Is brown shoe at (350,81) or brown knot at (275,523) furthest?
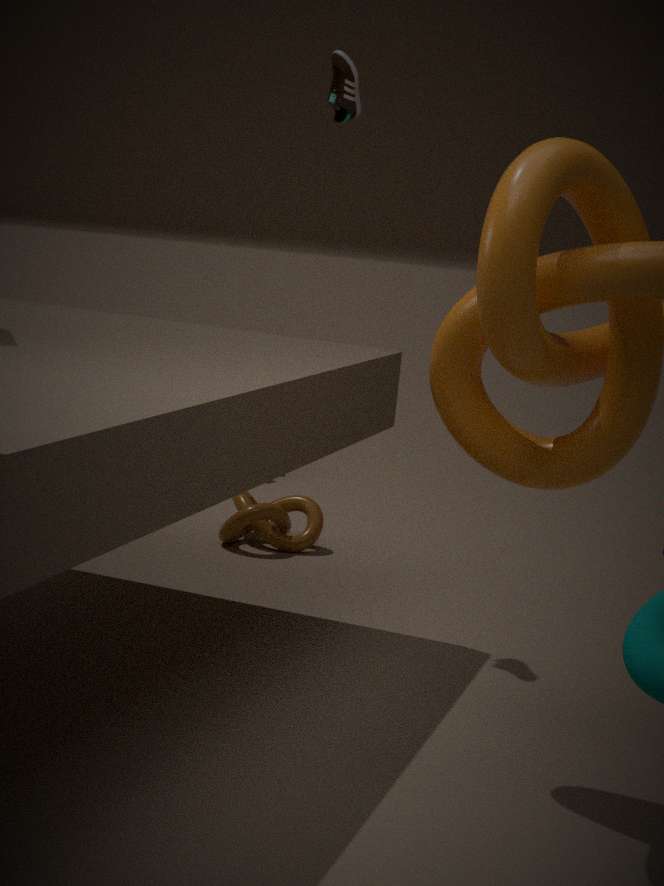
brown knot at (275,523)
